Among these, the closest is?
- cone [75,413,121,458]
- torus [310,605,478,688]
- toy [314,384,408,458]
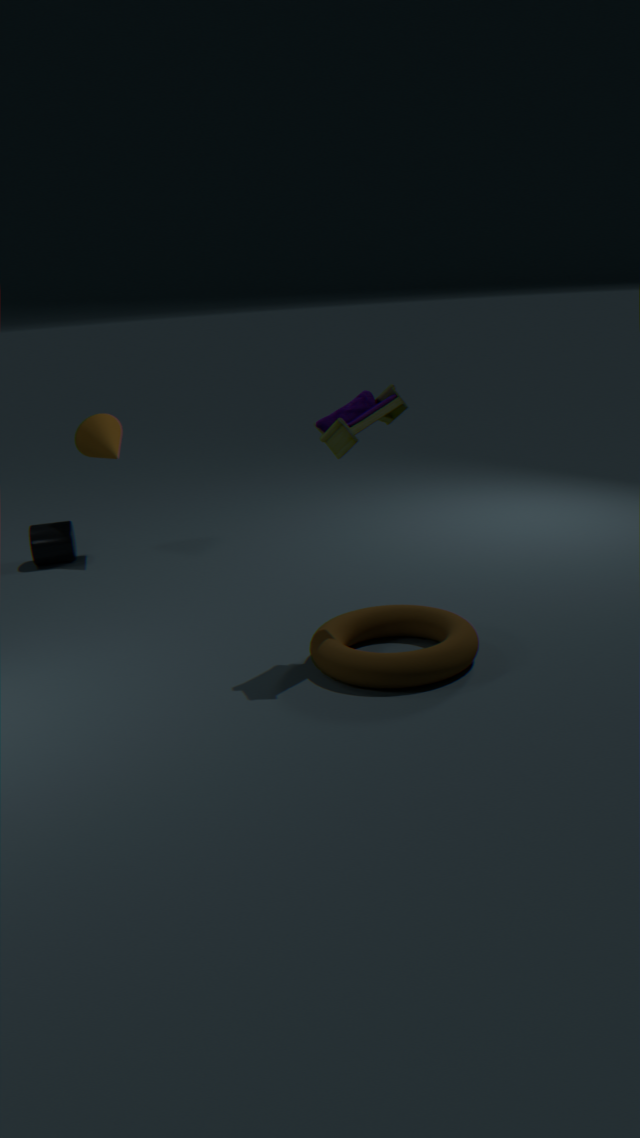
toy [314,384,408,458]
